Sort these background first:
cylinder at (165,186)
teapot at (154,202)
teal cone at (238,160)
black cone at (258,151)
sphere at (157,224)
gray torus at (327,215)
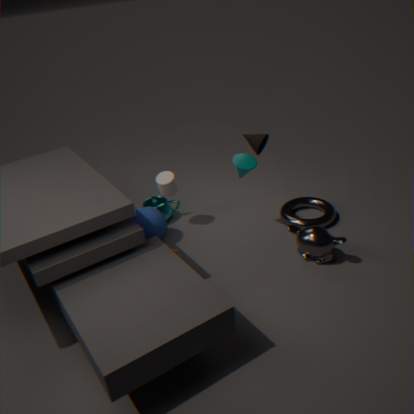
teapot at (154,202) → cylinder at (165,186) → gray torus at (327,215) → sphere at (157,224) → black cone at (258,151) → teal cone at (238,160)
